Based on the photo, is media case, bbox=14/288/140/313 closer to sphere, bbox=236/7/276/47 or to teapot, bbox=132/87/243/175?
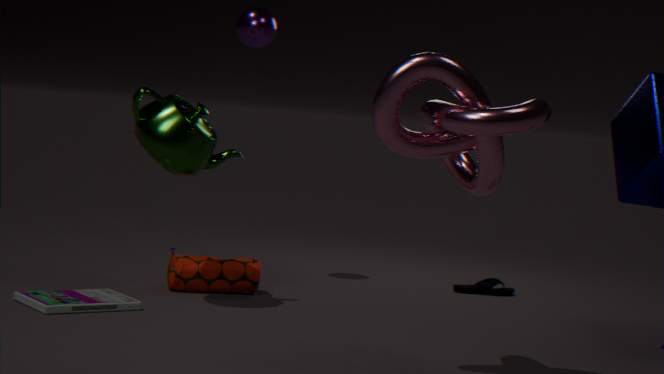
teapot, bbox=132/87/243/175
